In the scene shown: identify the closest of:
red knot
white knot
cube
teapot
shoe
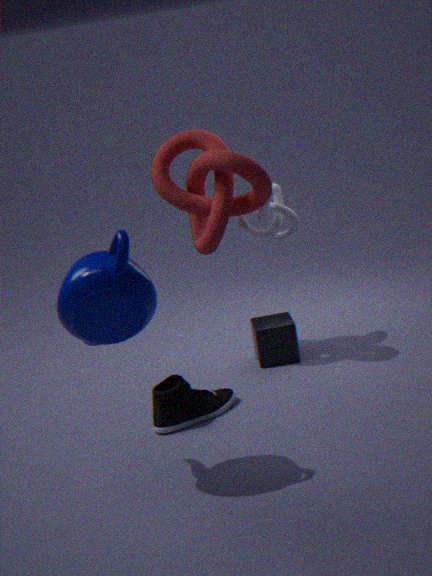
teapot
